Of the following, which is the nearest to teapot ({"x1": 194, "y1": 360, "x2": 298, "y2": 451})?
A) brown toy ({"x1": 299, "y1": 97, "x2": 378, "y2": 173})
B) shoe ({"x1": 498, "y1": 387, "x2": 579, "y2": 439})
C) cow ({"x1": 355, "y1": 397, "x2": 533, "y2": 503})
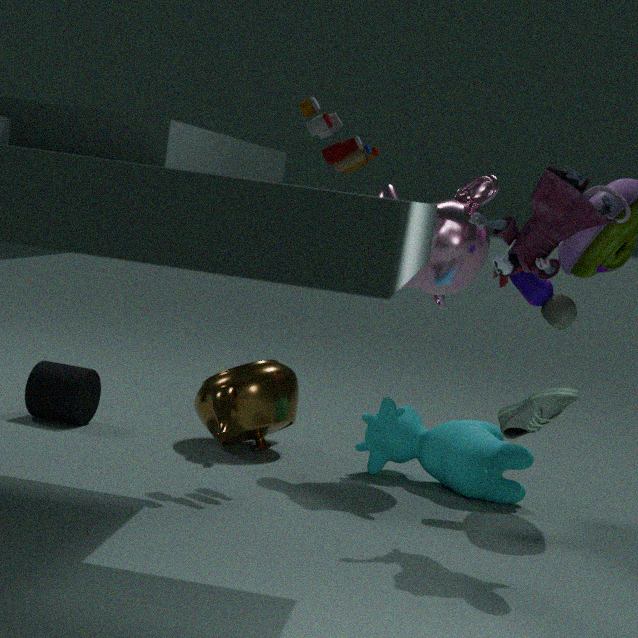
cow ({"x1": 355, "y1": 397, "x2": 533, "y2": 503})
